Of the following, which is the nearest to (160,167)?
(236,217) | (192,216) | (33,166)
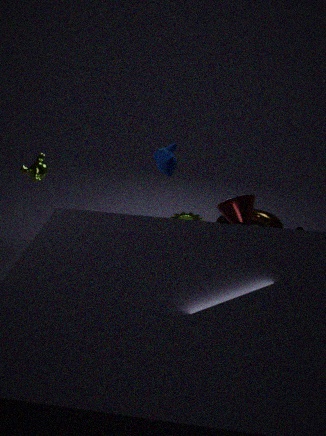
(236,217)
